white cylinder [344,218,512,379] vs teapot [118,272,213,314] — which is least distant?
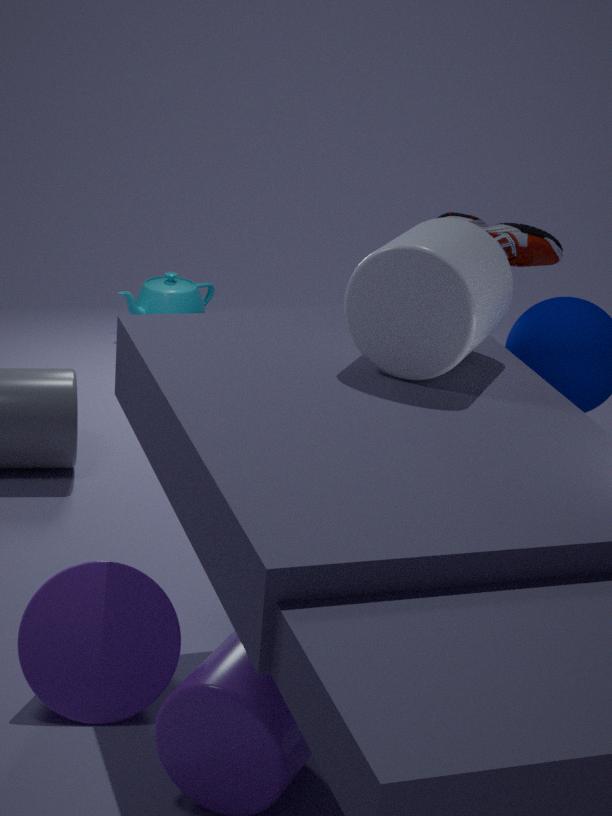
white cylinder [344,218,512,379]
